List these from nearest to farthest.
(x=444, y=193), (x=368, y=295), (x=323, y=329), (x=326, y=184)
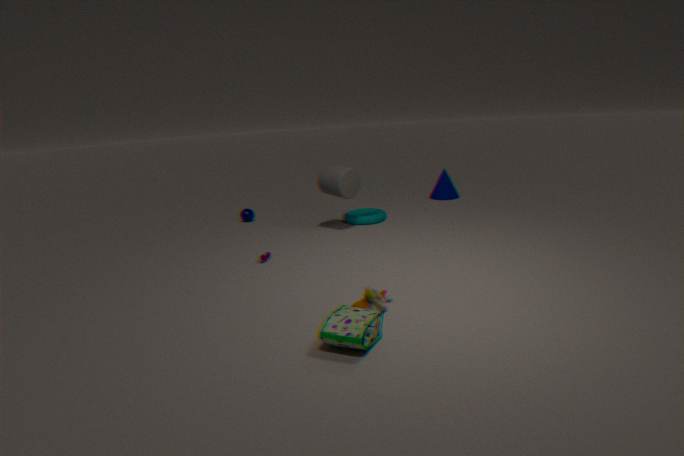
(x=323, y=329), (x=368, y=295), (x=326, y=184), (x=444, y=193)
